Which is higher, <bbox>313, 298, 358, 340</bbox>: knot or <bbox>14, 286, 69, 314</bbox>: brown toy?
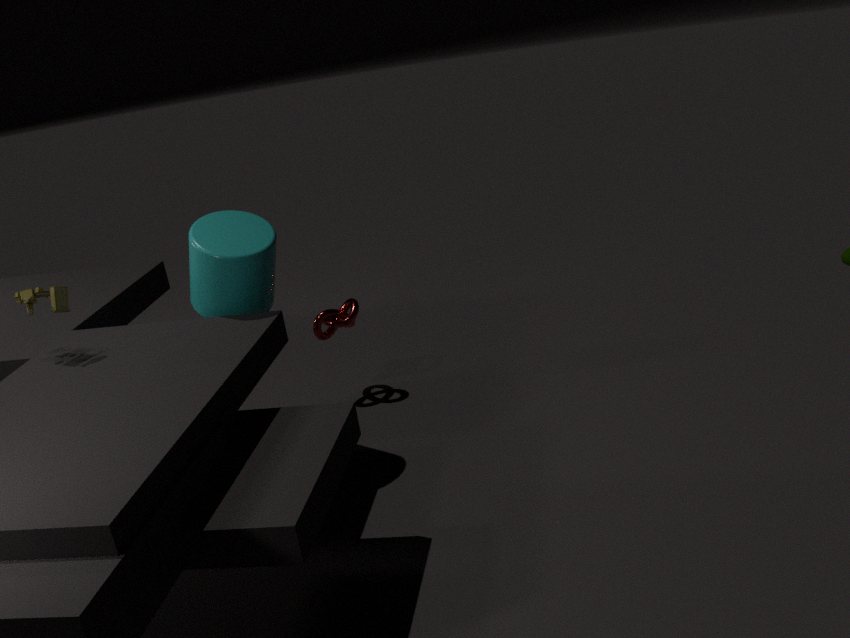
<bbox>14, 286, 69, 314</bbox>: brown toy
